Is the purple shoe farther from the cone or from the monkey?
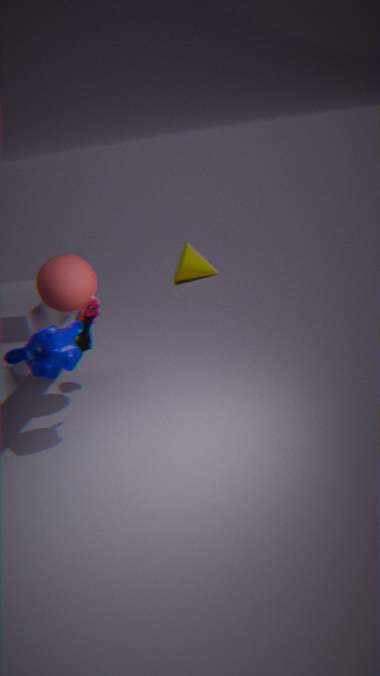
the cone
